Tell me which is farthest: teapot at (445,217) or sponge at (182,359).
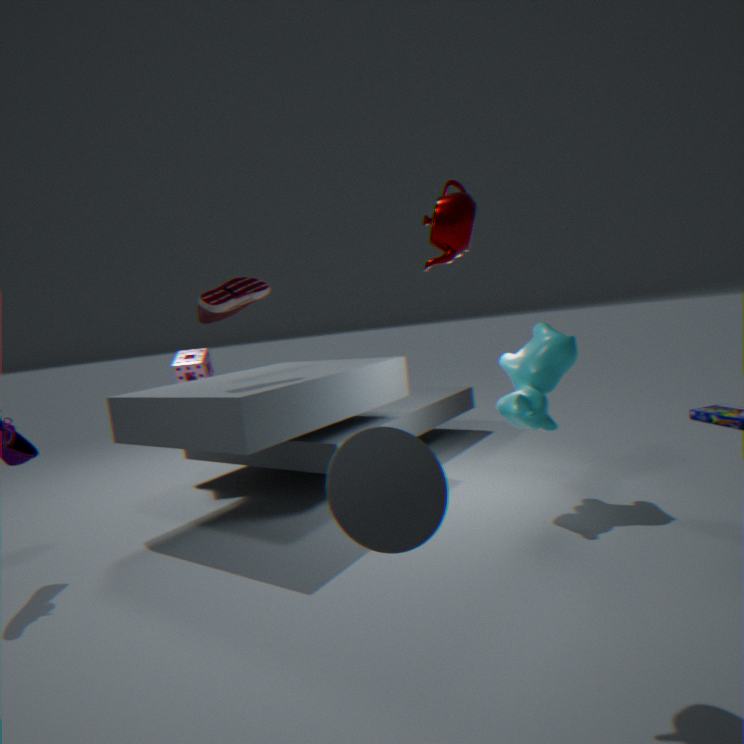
sponge at (182,359)
